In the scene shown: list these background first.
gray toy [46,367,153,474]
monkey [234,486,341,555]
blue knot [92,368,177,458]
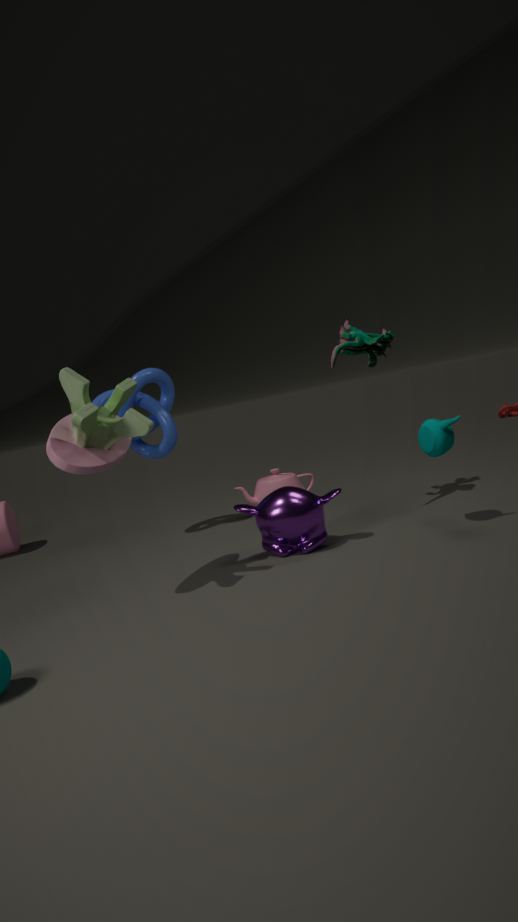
blue knot [92,368,177,458] < monkey [234,486,341,555] < gray toy [46,367,153,474]
